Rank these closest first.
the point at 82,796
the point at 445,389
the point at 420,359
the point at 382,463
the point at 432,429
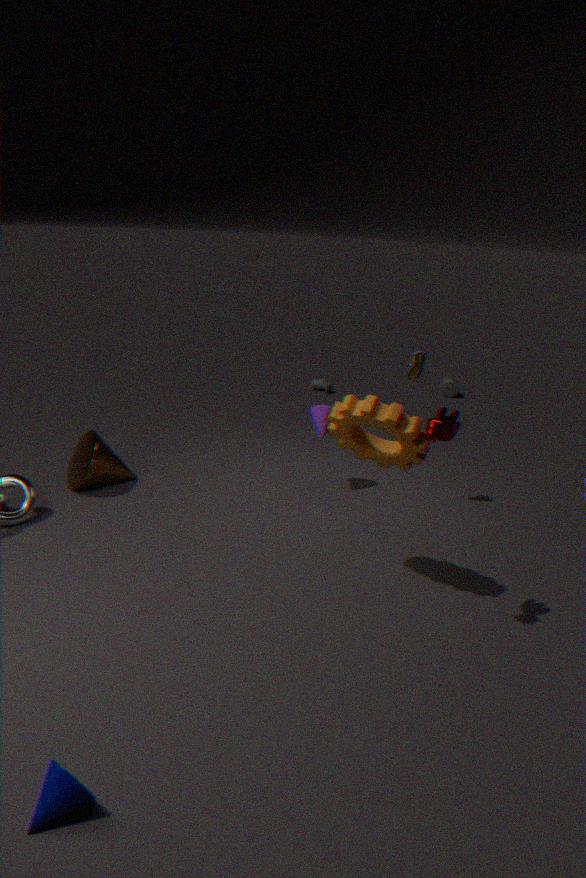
the point at 82,796, the point at 432,429, the point at 382,463, the point at 420,359, the point at 445,389
